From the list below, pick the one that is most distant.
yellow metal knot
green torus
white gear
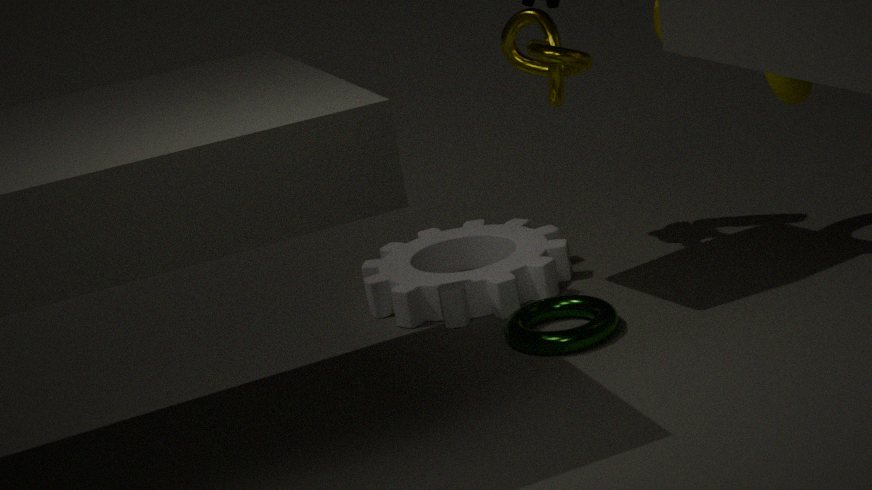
yellow metal knot
